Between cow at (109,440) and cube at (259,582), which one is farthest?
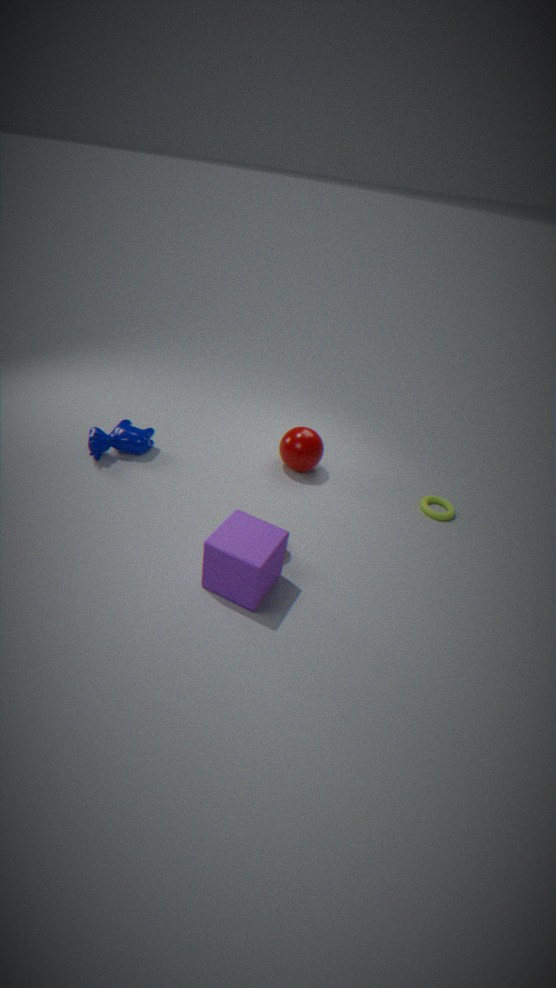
cow at (109,440)
